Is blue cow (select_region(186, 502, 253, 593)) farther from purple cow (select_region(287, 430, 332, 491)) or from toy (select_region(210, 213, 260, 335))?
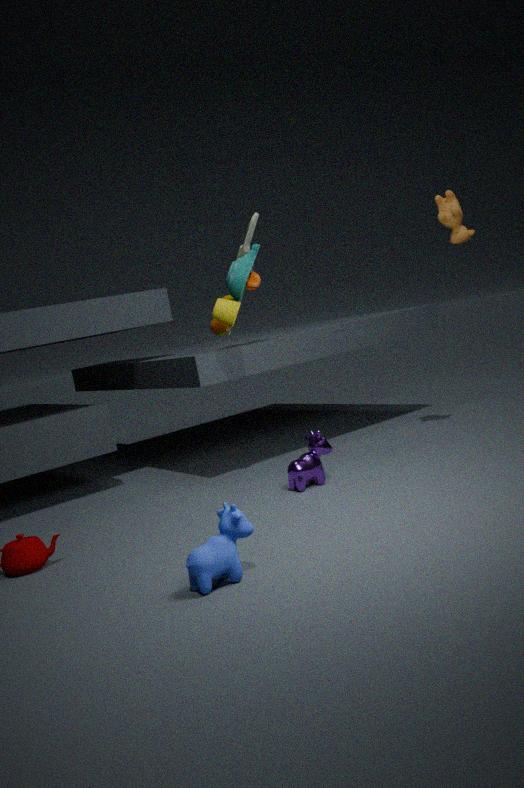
toy (select_region(210, 213, 260, 335))
